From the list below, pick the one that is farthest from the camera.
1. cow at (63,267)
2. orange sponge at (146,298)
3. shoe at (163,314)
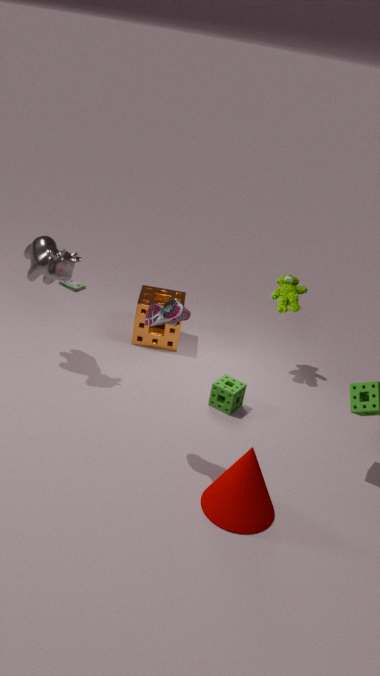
orange sponge at (146,298)
